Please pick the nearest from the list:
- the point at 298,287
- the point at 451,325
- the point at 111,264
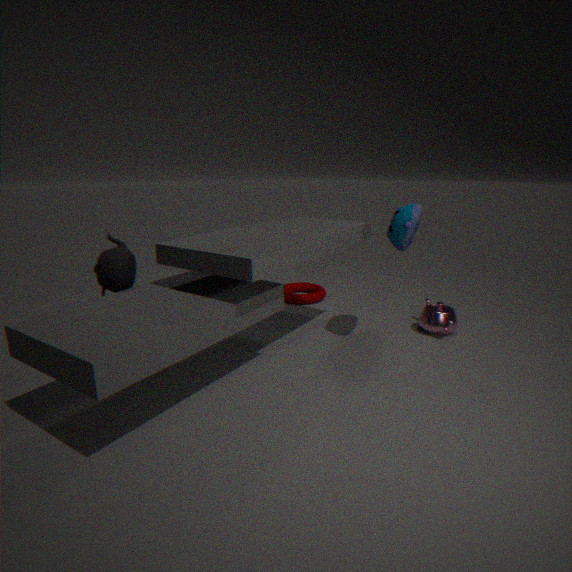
the point at 111,264
